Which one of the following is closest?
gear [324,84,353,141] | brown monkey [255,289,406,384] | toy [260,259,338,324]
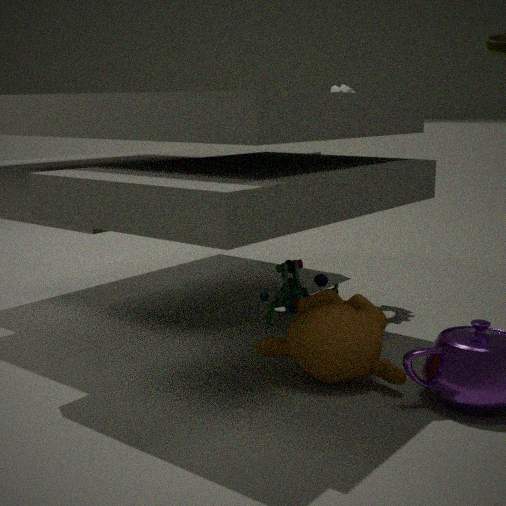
brown monkey [255,289,406,384]
